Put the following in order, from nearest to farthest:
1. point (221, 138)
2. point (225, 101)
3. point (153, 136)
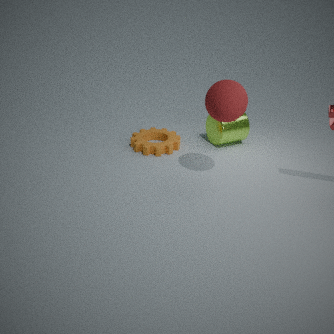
point (225, 101), point (221, 138), point (153, 136)
